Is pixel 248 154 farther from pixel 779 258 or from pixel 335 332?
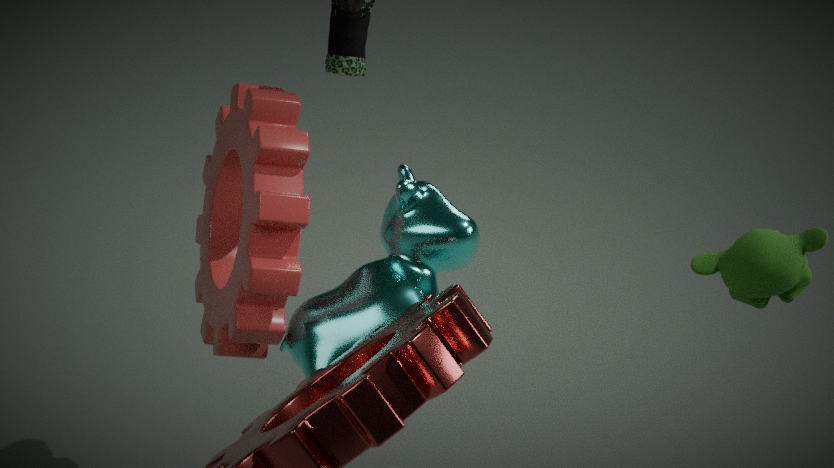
pixel 779 258
